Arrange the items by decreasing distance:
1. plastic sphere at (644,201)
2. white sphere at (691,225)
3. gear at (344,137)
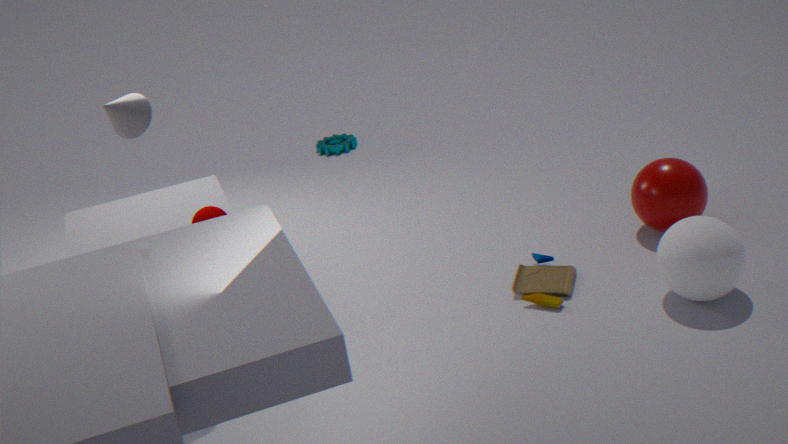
gear at (344,137), plastic sphere at (644,201), white sphere at (691,225)
